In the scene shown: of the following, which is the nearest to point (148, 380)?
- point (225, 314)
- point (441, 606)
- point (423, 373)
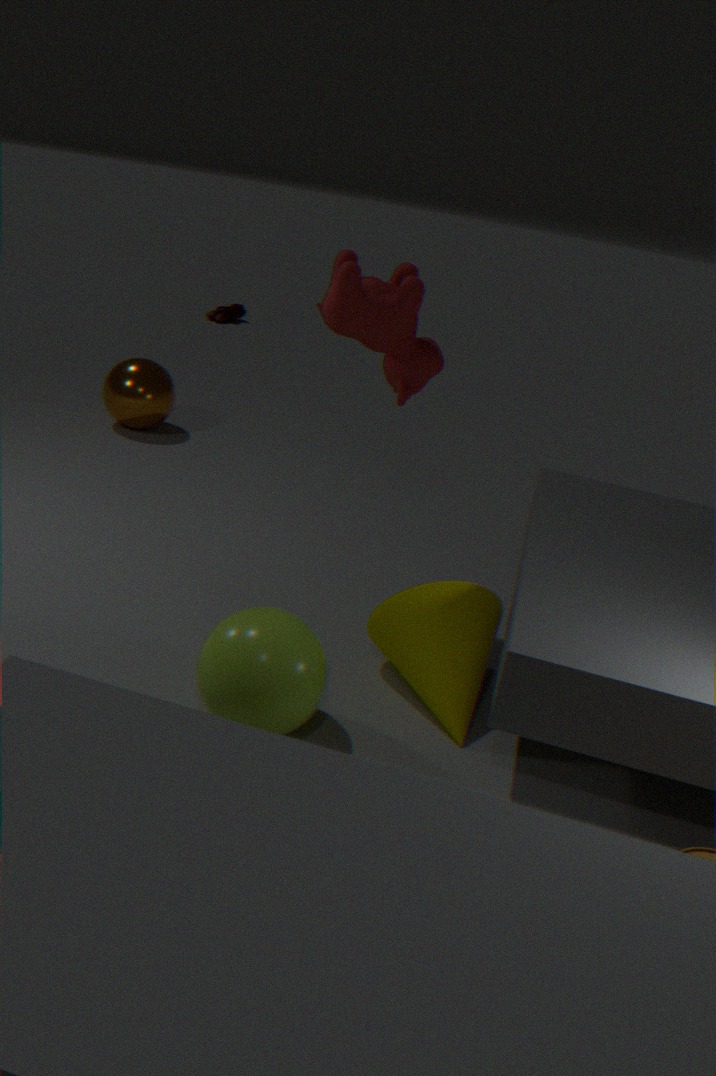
point (423, 373)
